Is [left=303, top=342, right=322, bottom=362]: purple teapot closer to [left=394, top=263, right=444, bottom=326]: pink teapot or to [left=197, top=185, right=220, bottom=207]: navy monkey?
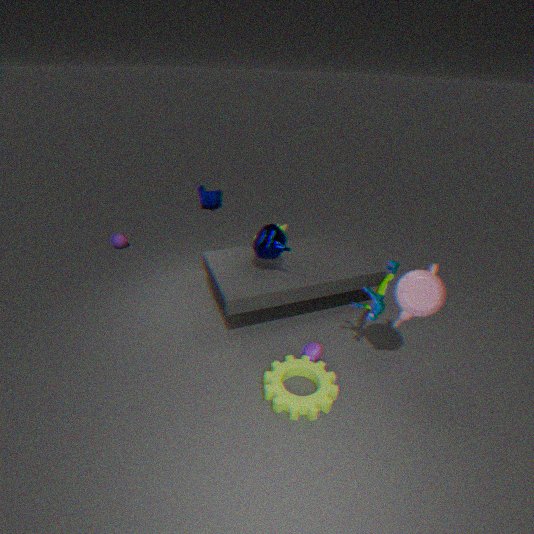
[left=394, top=263, right=444, bottom=326]: pink teapot
